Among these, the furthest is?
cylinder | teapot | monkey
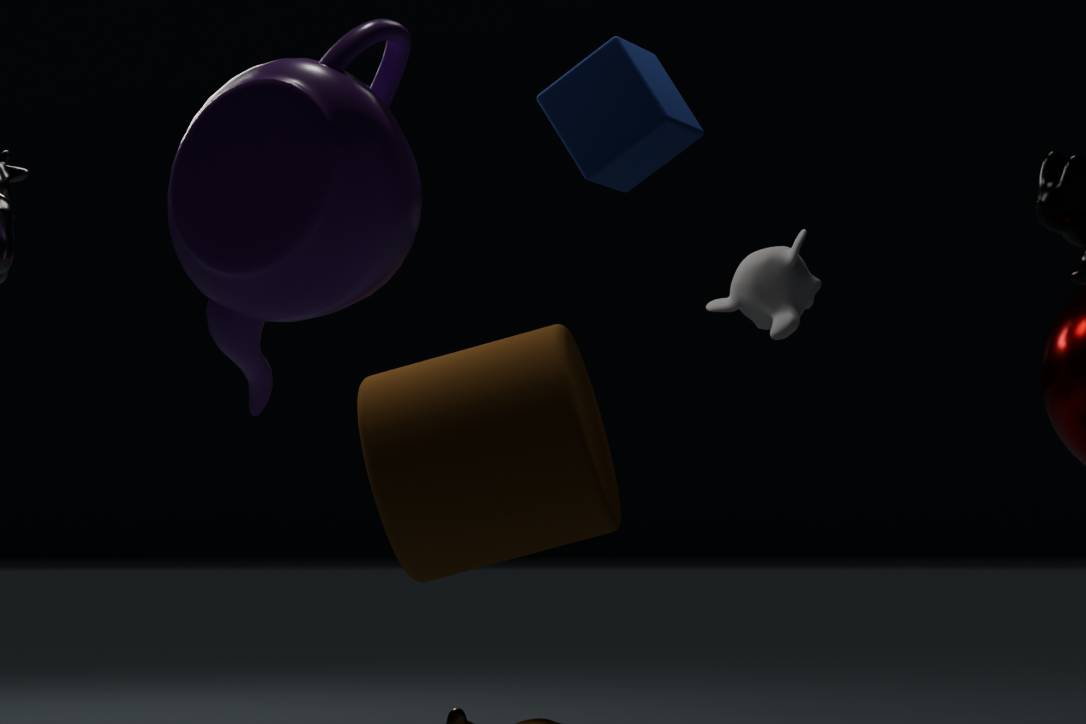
monkey
